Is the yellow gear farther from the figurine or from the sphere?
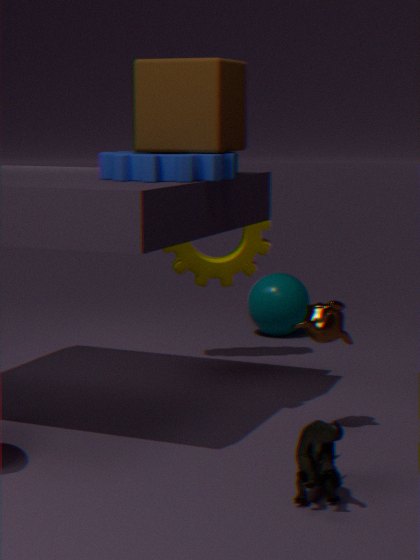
the figurine
